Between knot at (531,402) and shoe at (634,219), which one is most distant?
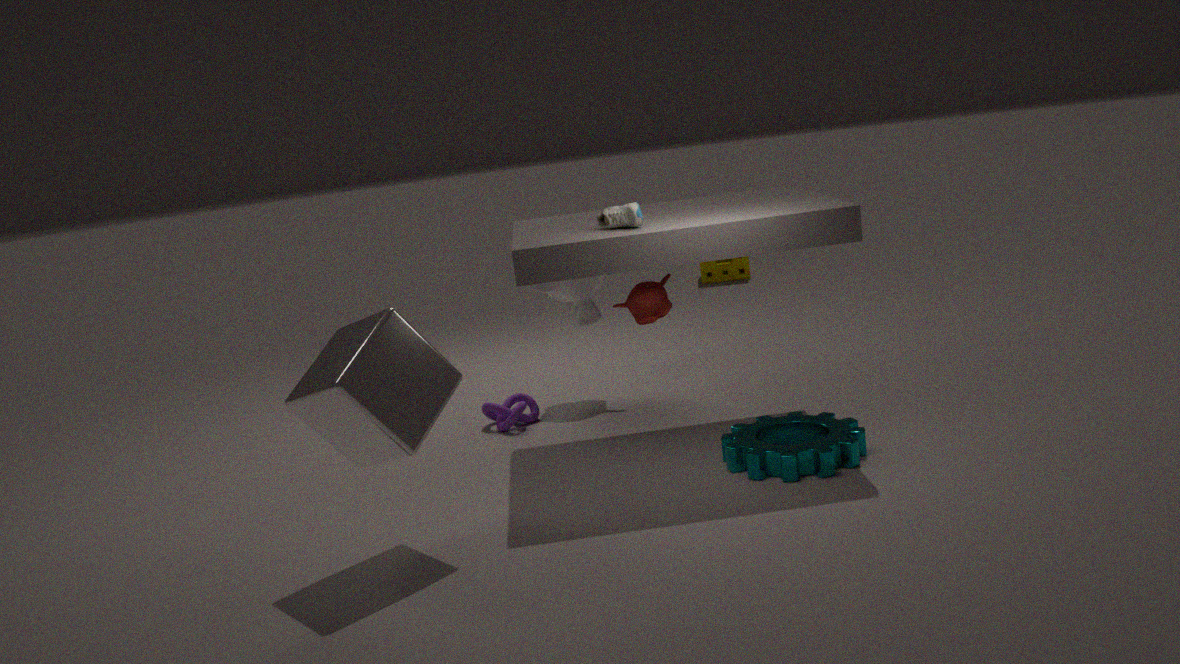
knot at (531,402)
